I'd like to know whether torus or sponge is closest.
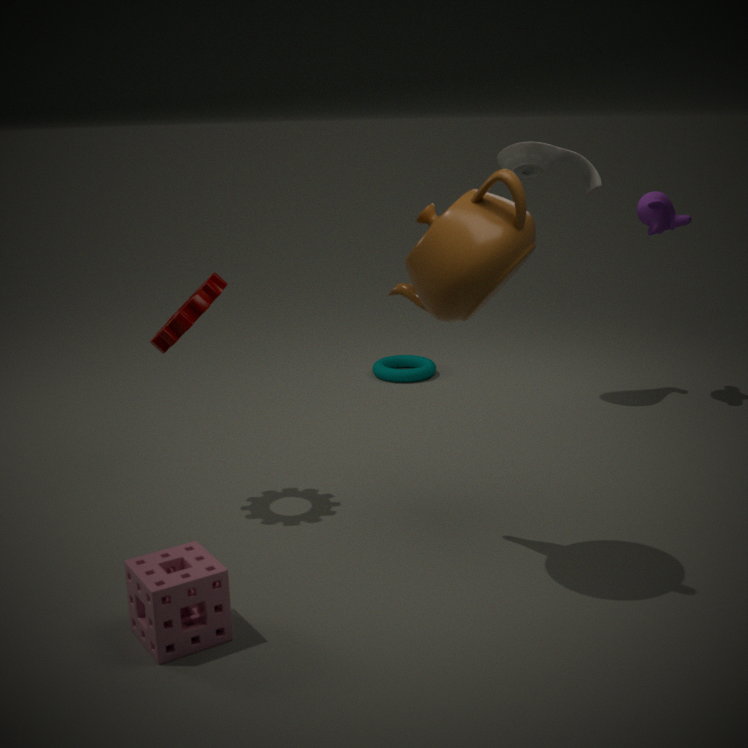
sponge
